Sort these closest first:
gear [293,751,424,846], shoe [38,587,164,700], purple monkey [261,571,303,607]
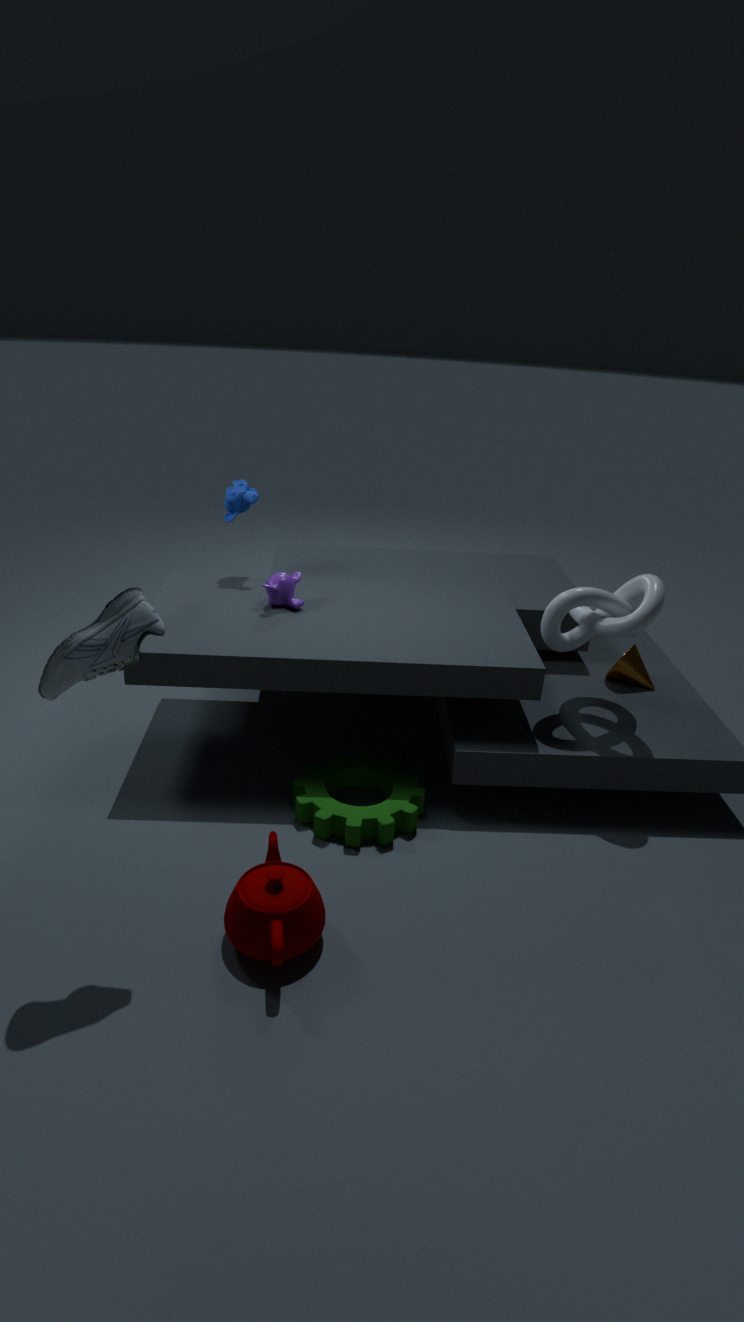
1. shoe [38,587,164,700]
2. gear [293,751,424,846]
3. purple monkey [261,571,303,607]
